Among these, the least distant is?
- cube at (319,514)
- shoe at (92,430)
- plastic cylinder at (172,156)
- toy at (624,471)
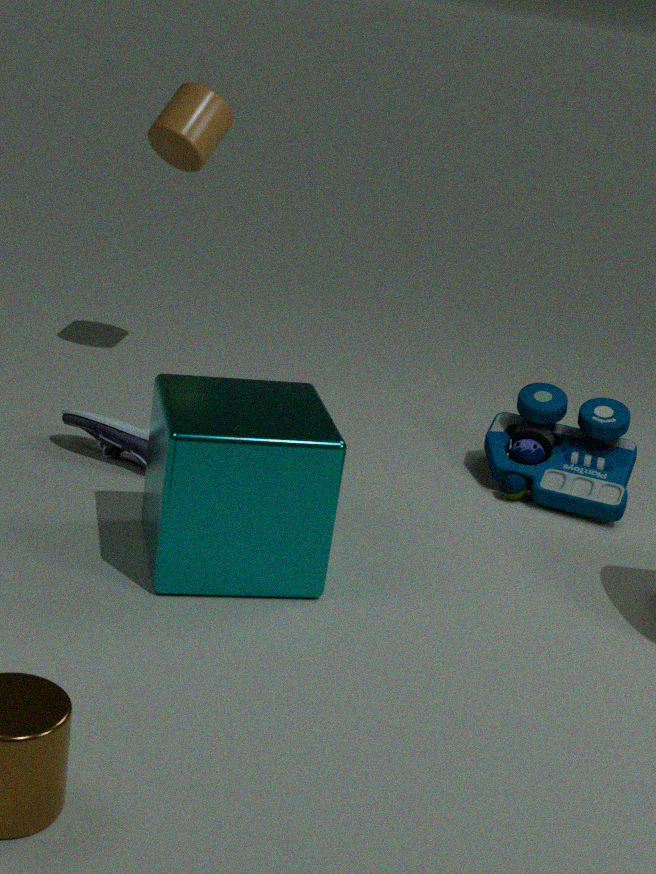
cube at (319,514)
